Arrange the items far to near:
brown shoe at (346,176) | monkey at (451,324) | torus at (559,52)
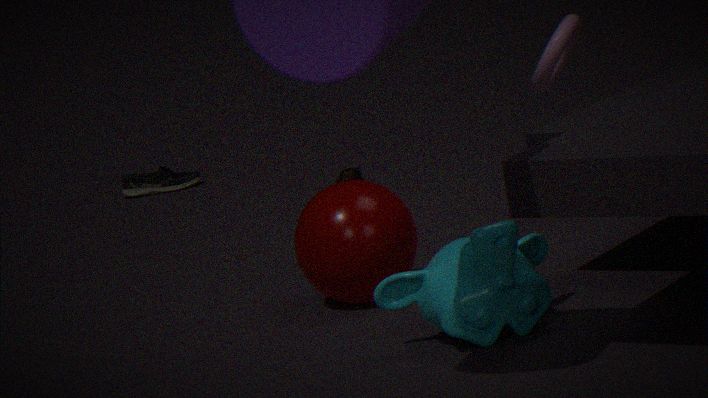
1. brown shoe at (346,176)
2. torus at (559,52)
3. monkey at (451,324)
